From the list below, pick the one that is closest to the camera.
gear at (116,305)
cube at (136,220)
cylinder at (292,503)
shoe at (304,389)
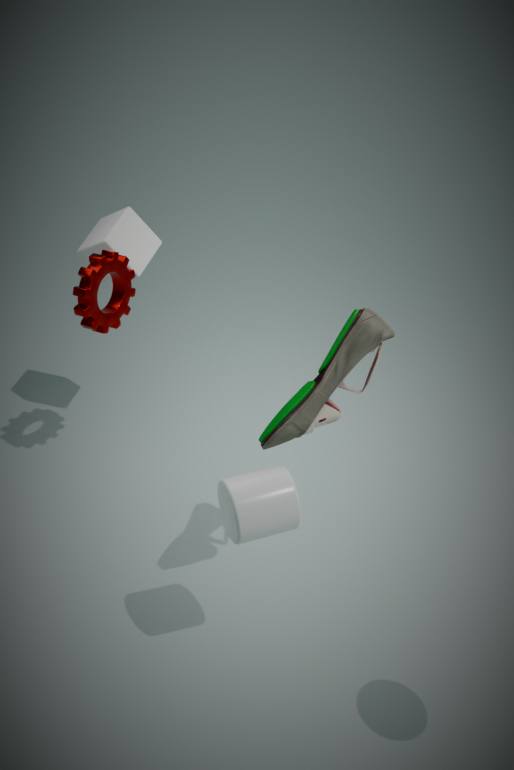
cylinder at (292,503)
